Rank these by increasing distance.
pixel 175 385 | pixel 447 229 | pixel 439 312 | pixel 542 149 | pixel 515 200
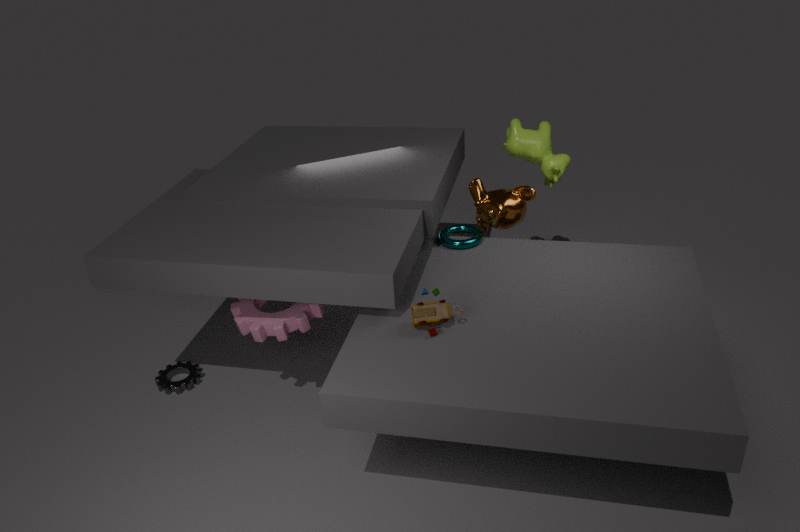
pixel 439 312 → pixel 175 385 → pixel 515 200 → pixel 447 229 → pixel 542 149
